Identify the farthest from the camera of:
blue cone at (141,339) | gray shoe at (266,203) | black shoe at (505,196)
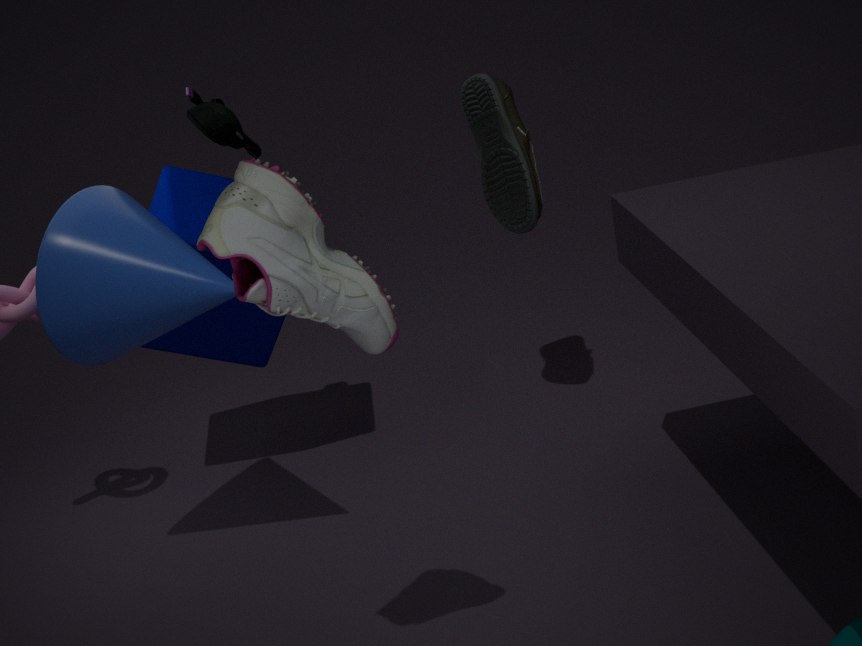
black shoe at (505,196)
